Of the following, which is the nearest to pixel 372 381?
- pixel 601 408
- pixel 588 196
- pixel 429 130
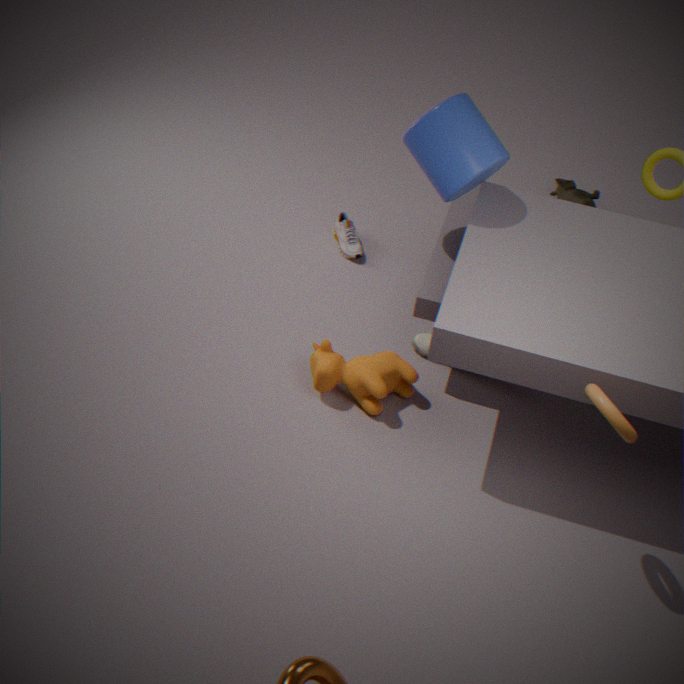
pixel 429 130
